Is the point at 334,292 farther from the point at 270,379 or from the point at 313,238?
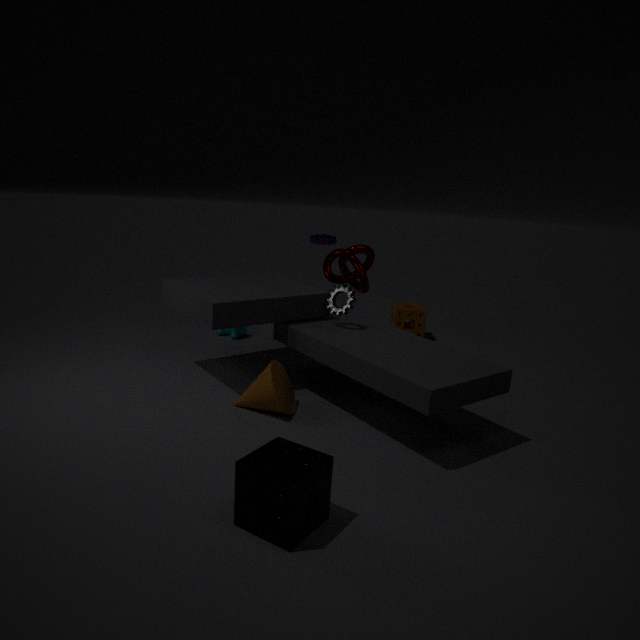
the point at 313,238
